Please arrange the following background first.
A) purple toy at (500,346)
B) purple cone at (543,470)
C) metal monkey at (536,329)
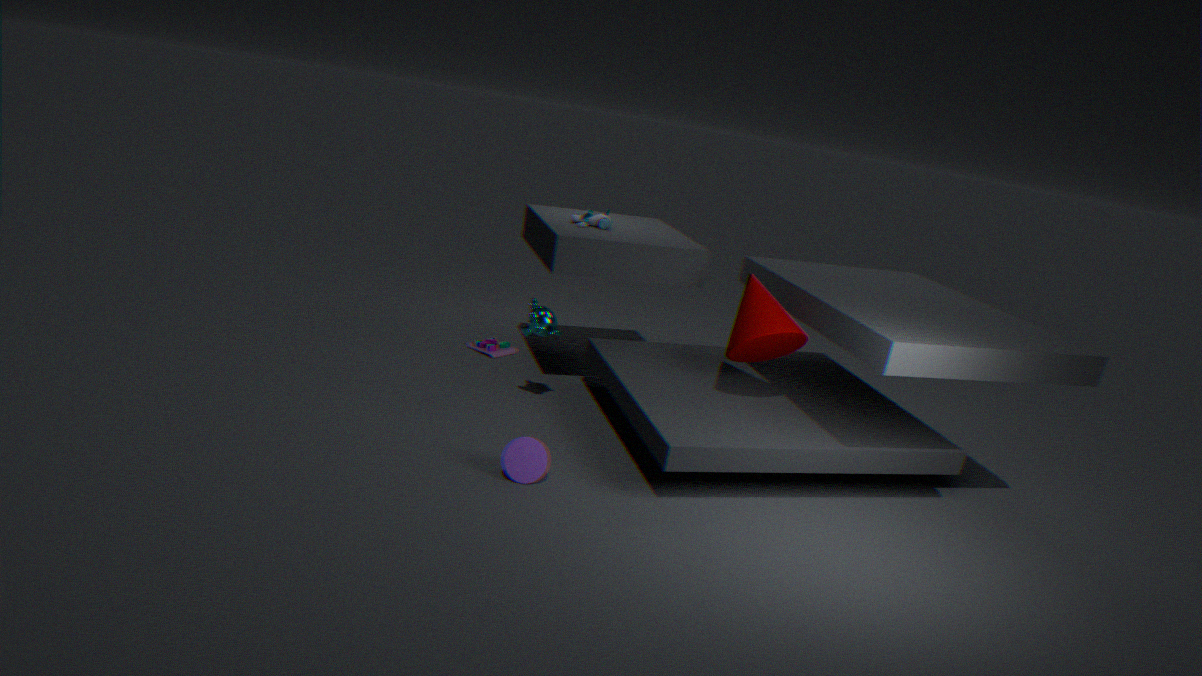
purple toy at (500,346) < metal monkey at (536,329) < purple cone at (543,470)
